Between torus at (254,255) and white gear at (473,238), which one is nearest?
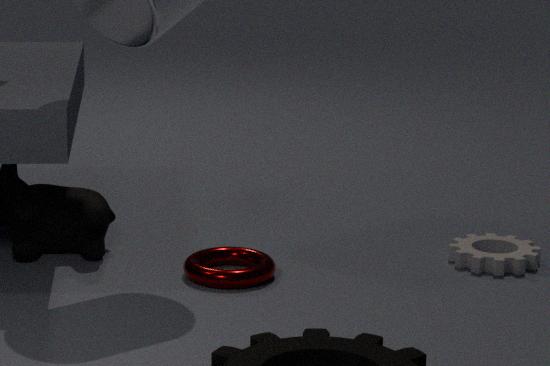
torus at (254,255)
